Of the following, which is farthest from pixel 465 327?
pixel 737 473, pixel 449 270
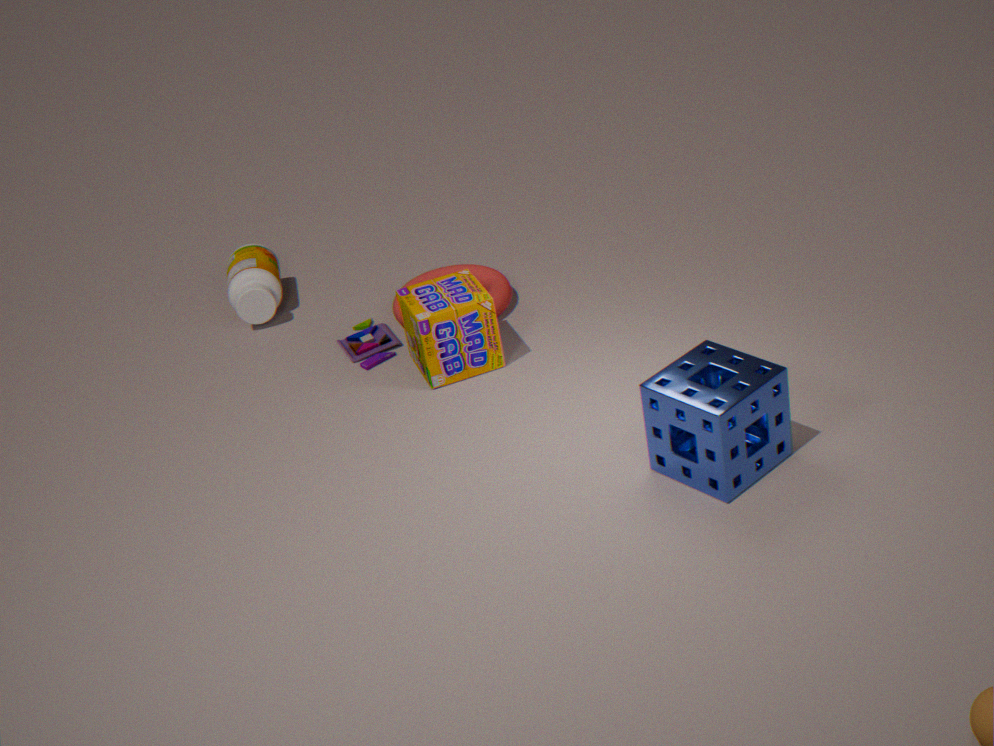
pixel 737 473
